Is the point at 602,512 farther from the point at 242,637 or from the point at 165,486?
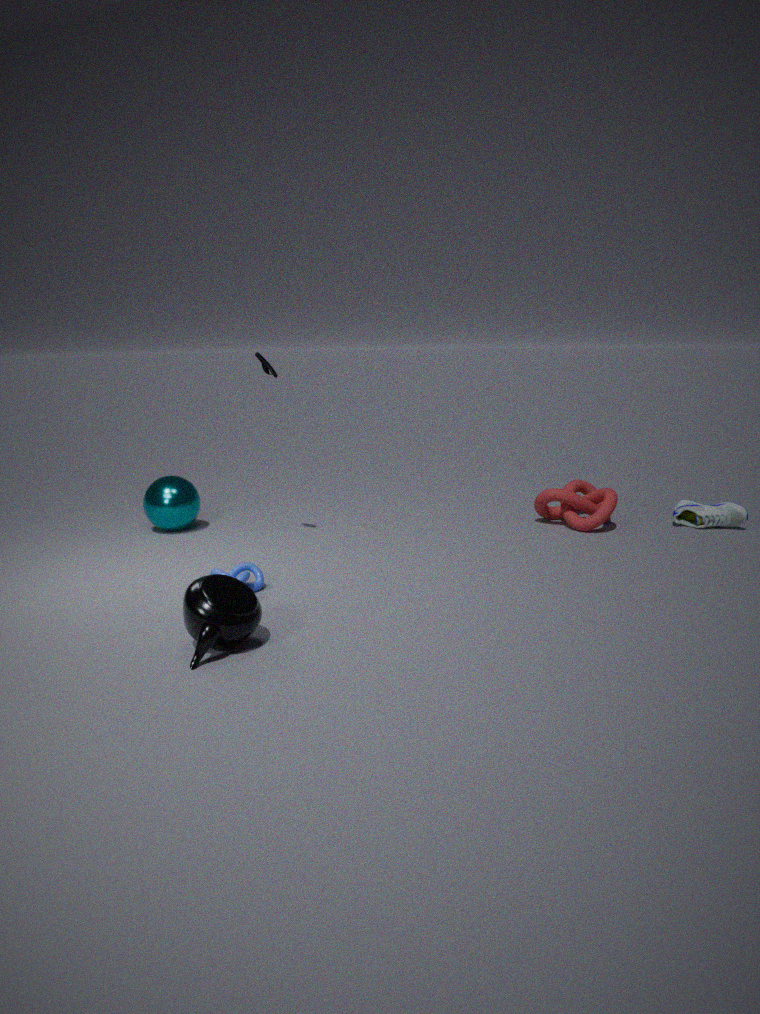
the point at 242,637
